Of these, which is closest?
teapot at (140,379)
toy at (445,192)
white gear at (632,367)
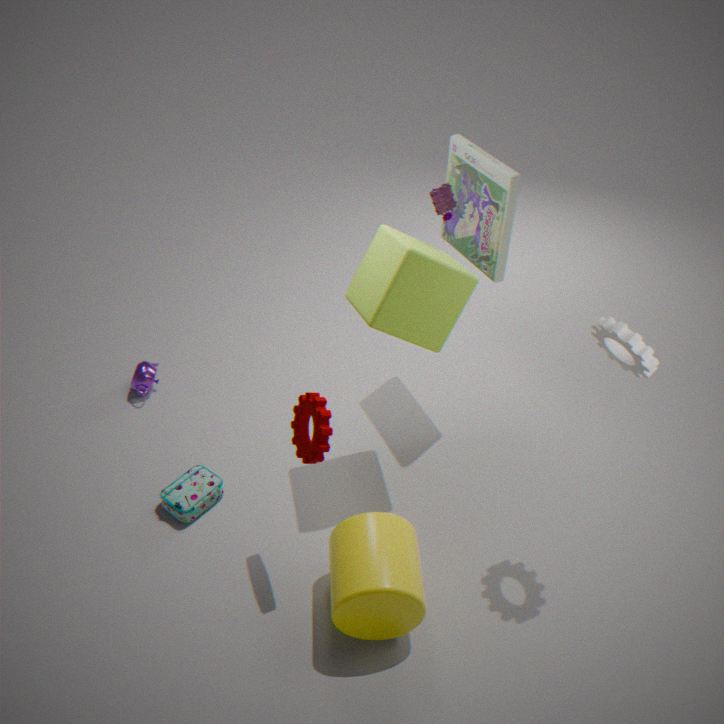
white gear at (632,367)
